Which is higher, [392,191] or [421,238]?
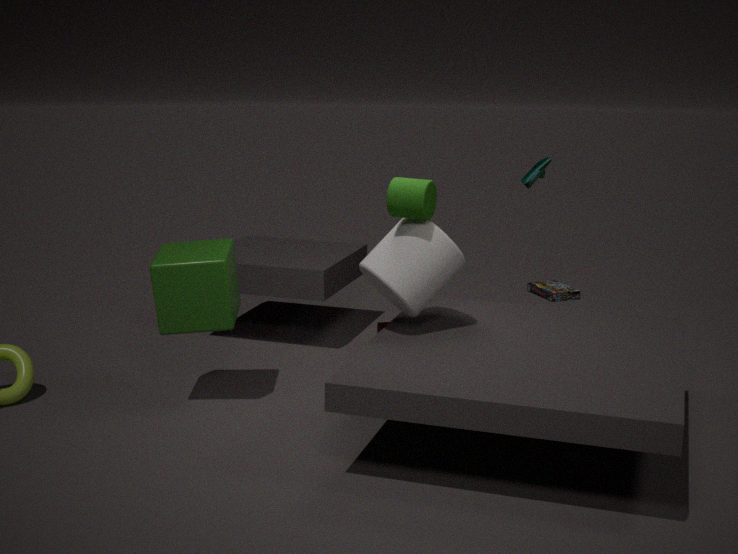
[392,191]
